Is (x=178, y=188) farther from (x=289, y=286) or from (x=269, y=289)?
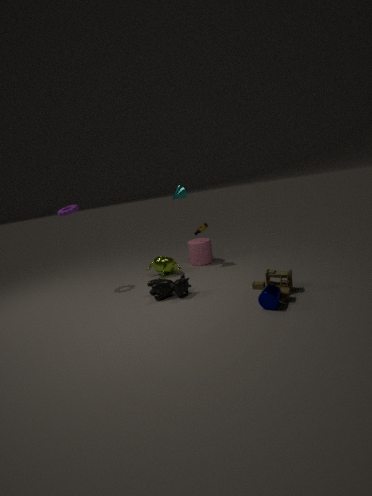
(x=269, y=289)
